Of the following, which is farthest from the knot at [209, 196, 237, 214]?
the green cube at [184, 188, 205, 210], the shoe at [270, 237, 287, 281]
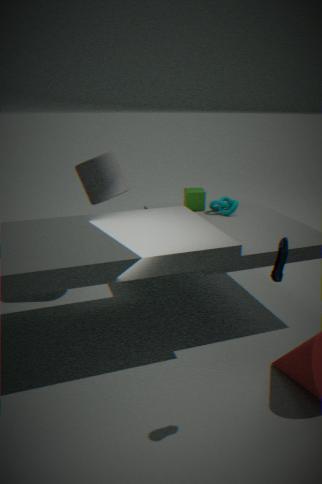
the shoe at [270, 237, 287, 281]
